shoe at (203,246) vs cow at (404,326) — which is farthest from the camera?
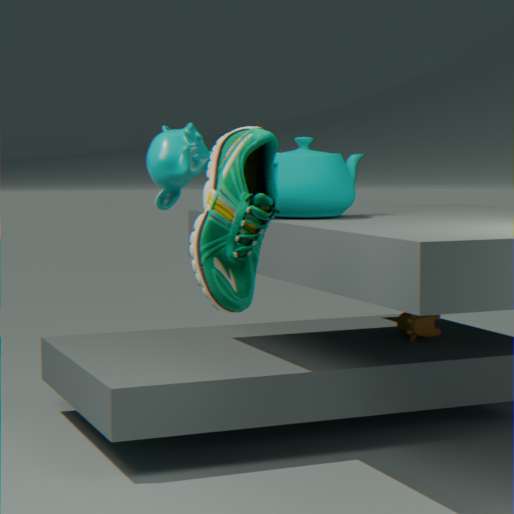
cow at (404,326)
